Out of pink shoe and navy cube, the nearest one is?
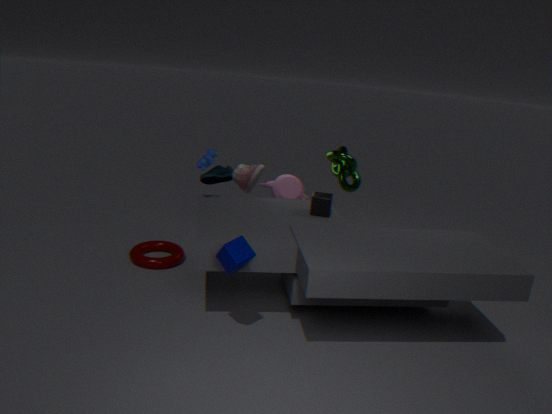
navy cube
